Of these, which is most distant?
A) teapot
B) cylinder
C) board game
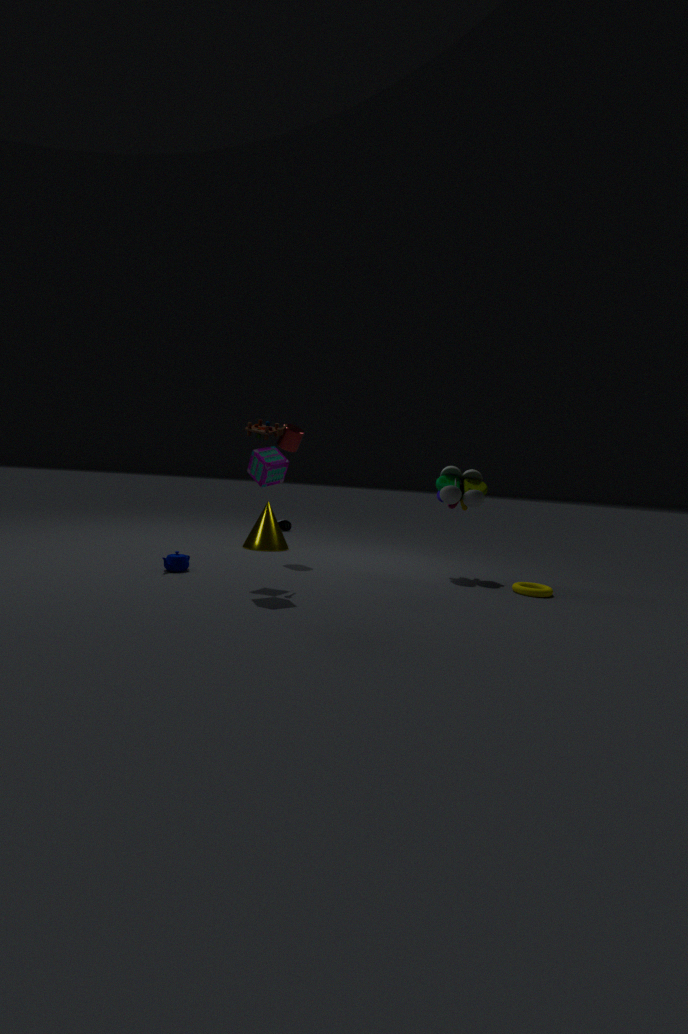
cylinder
